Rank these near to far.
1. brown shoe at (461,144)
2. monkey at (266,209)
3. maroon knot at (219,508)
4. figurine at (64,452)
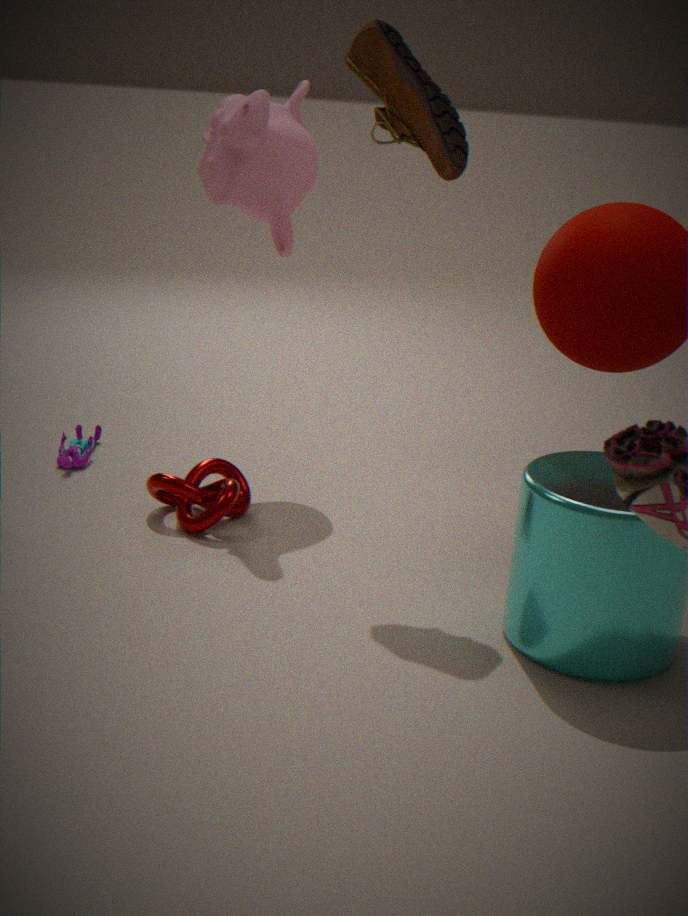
brown shoe at (461,144), maroon knot at (219,508), monkey at (266,209), figurine at (64,452)
